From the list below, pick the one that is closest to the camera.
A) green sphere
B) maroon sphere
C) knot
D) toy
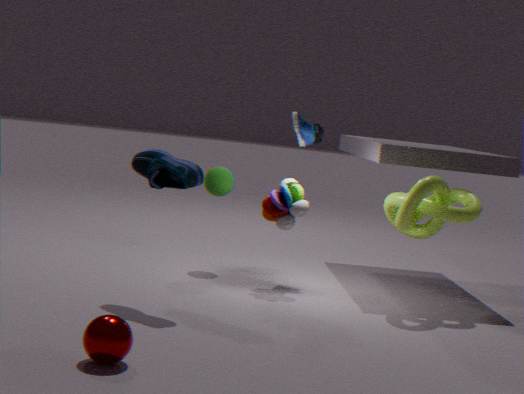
maroon sphere
